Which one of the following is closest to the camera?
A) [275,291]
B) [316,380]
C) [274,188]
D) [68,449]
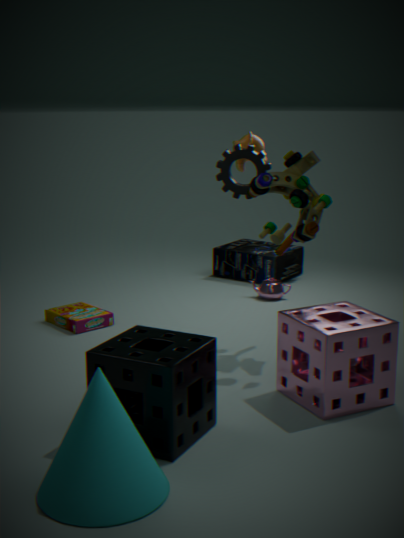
[68,449]
